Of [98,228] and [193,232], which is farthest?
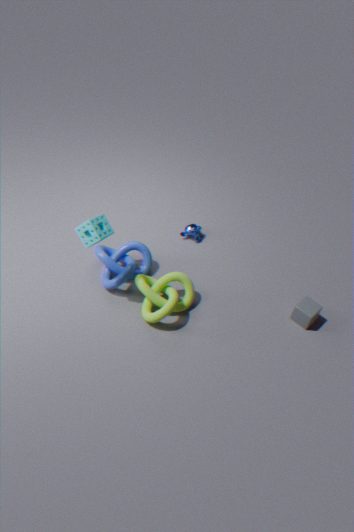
[193,232]
